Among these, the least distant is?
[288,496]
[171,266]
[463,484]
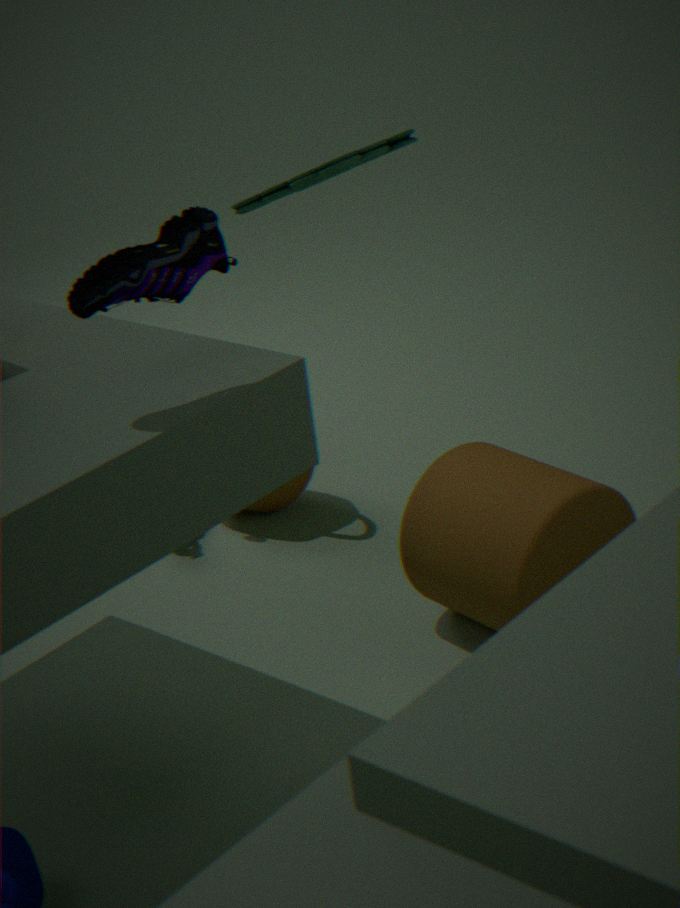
[171,266]
